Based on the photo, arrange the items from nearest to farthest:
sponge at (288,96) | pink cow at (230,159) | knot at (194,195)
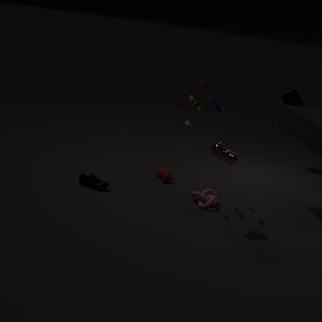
pink cow at (230,159)
knot at (194,195)
sponge at (288,96)
